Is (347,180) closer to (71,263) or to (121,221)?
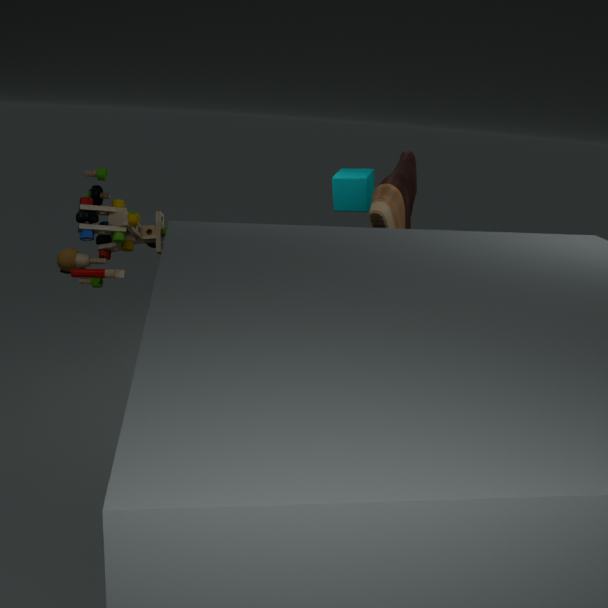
(121,221)
